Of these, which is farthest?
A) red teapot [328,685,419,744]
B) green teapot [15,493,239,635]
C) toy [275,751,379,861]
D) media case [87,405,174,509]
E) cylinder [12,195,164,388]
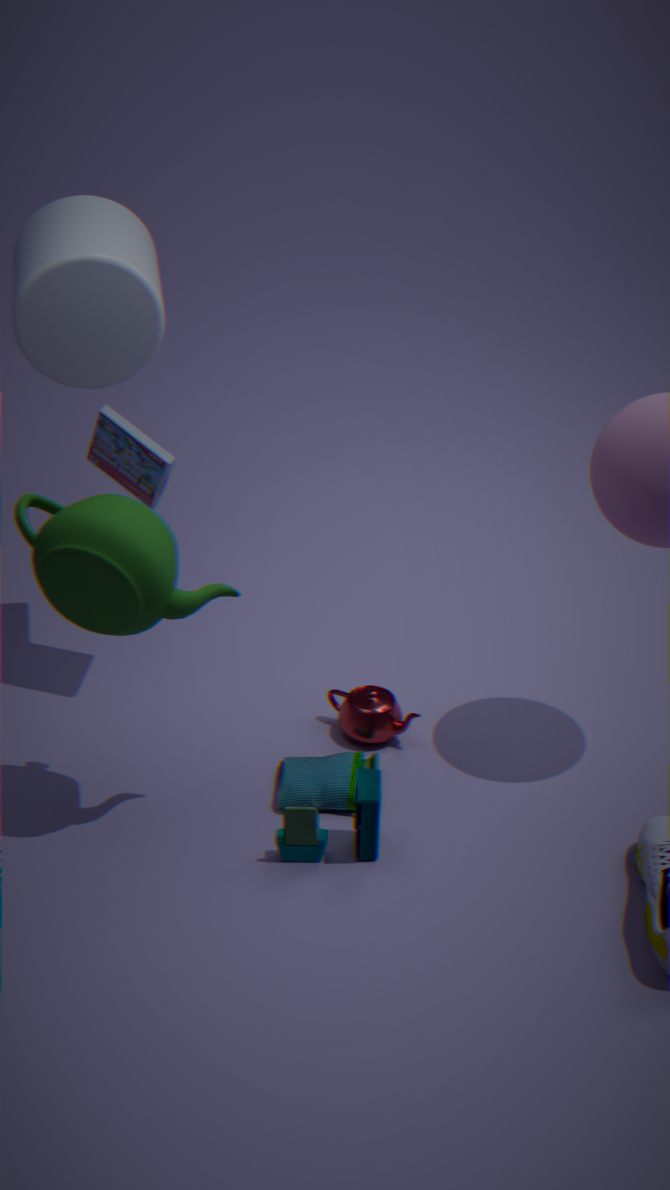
red teapot [328,685,419,744]
